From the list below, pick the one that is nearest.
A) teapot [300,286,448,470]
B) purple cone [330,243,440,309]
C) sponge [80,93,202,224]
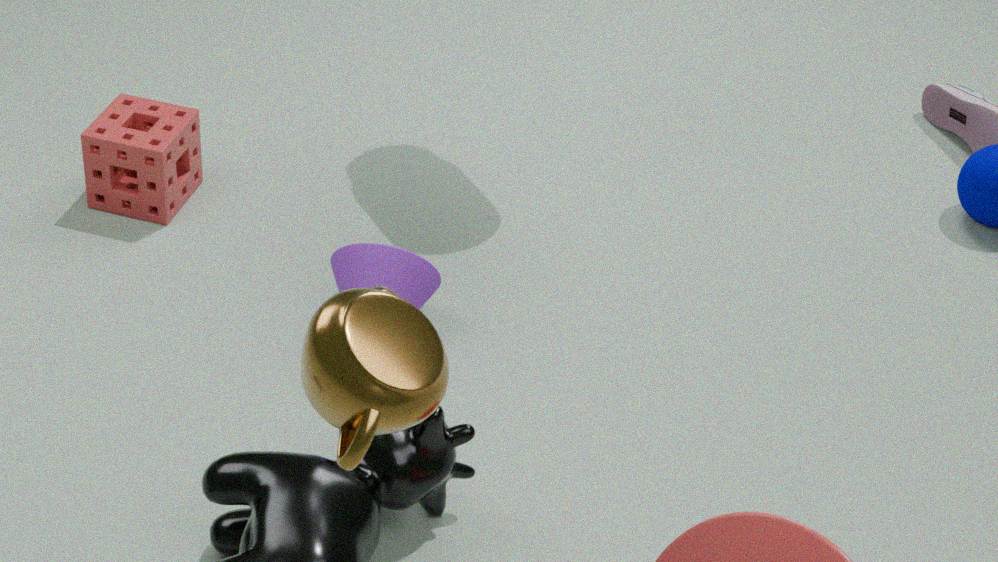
teapot [300,286,448,470]
